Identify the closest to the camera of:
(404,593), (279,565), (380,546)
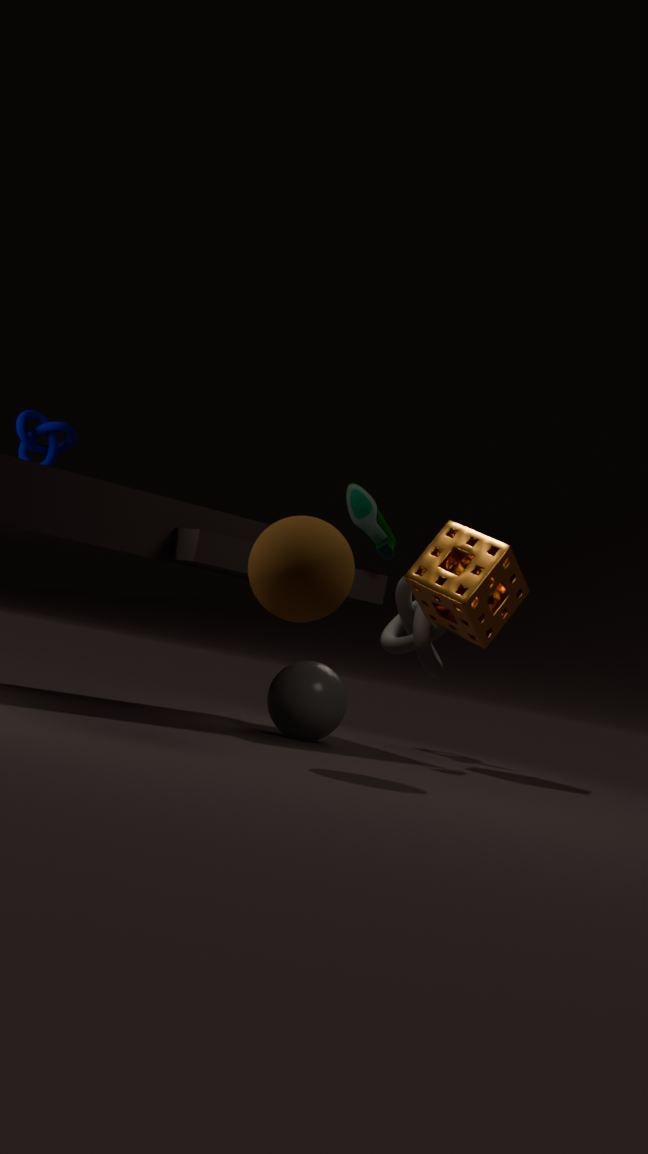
(279,565)
